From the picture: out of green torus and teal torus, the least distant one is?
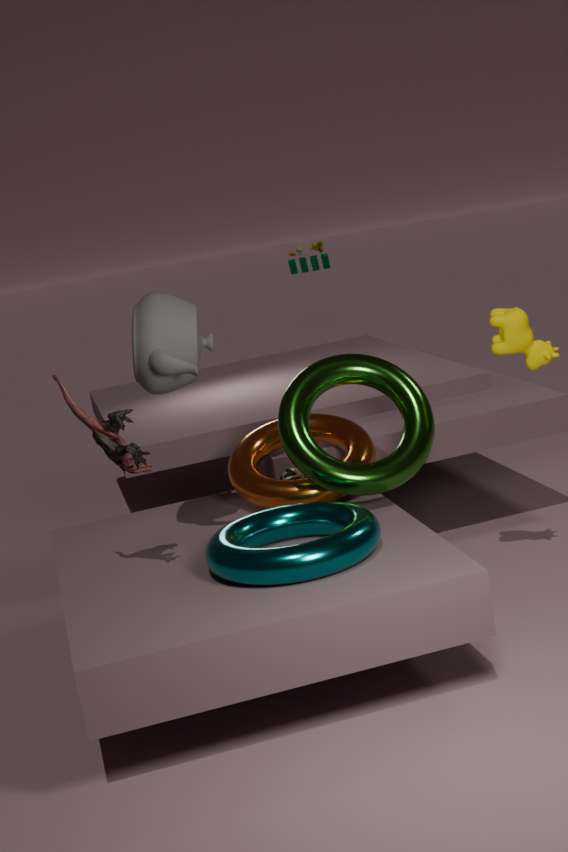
teal torus
